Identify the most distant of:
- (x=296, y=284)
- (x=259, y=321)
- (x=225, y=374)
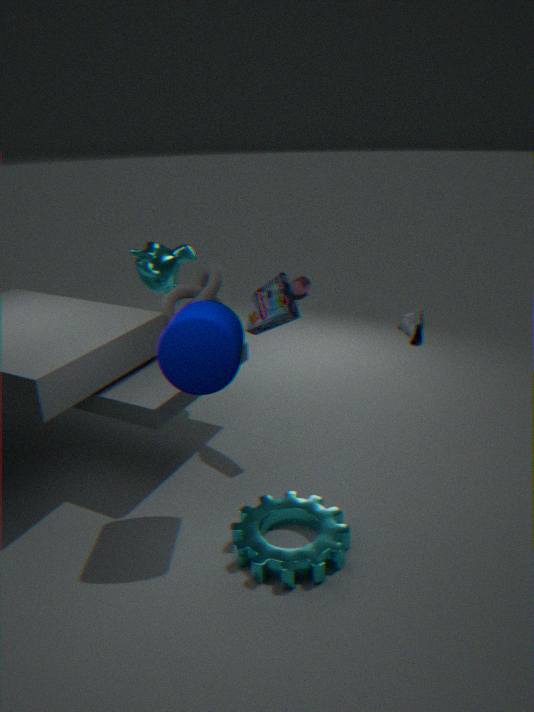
(x=296, y=284)
